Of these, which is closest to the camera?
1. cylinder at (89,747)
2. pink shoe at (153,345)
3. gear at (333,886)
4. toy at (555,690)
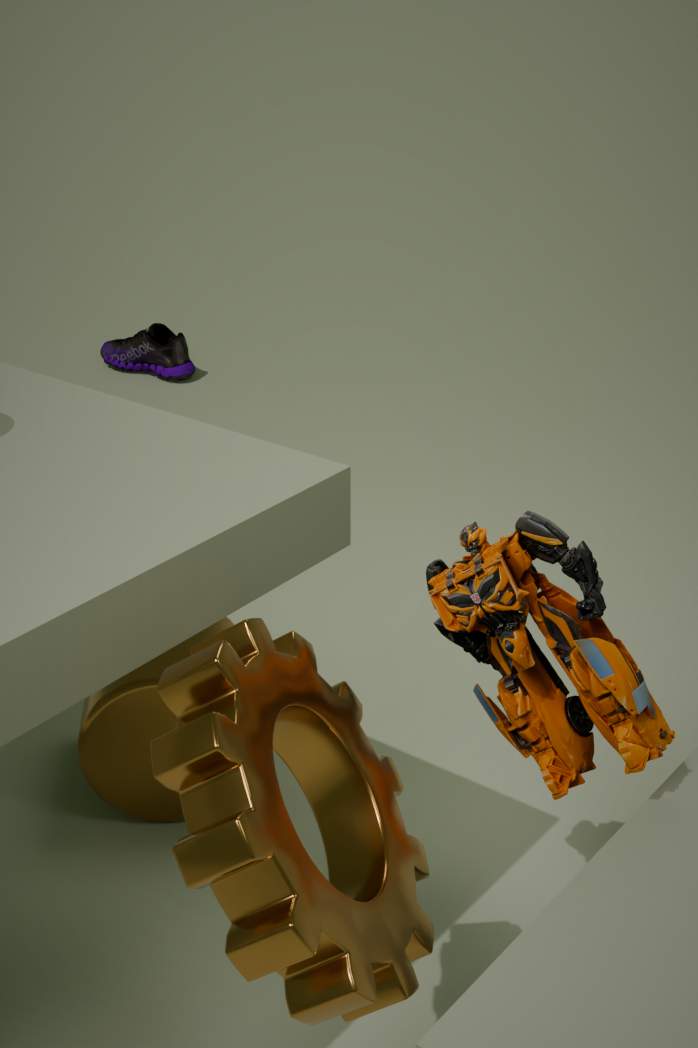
gear at (333,886)
